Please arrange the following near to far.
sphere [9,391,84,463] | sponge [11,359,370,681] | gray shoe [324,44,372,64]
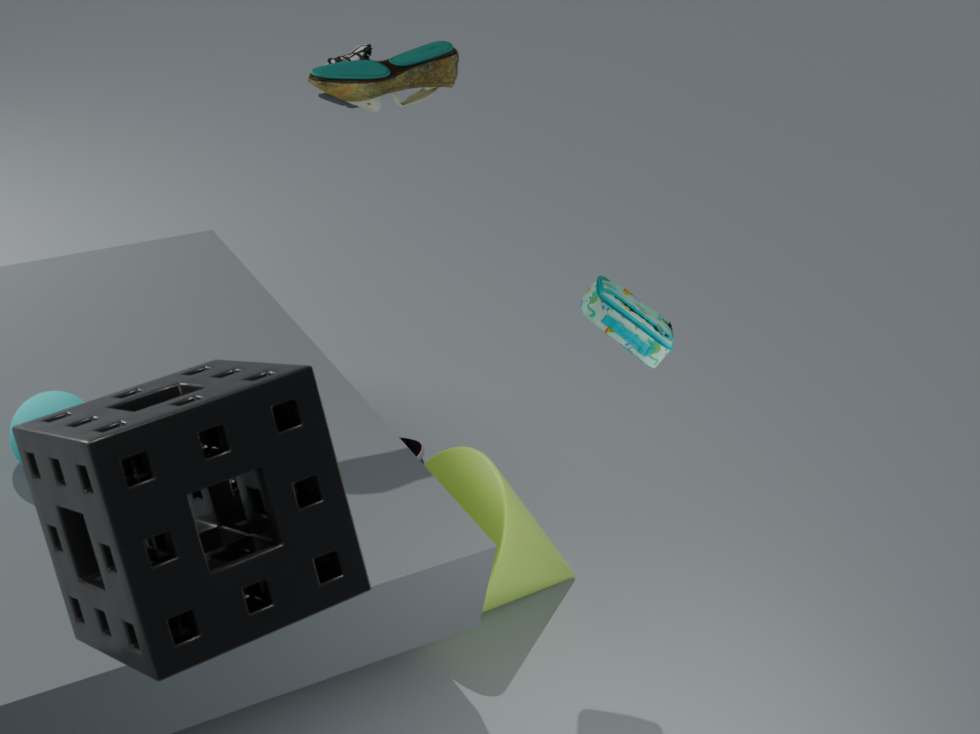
sponge [11,359,370,681] < sphere [9,391,84,463] < gray shoe [324,44,372,64]
